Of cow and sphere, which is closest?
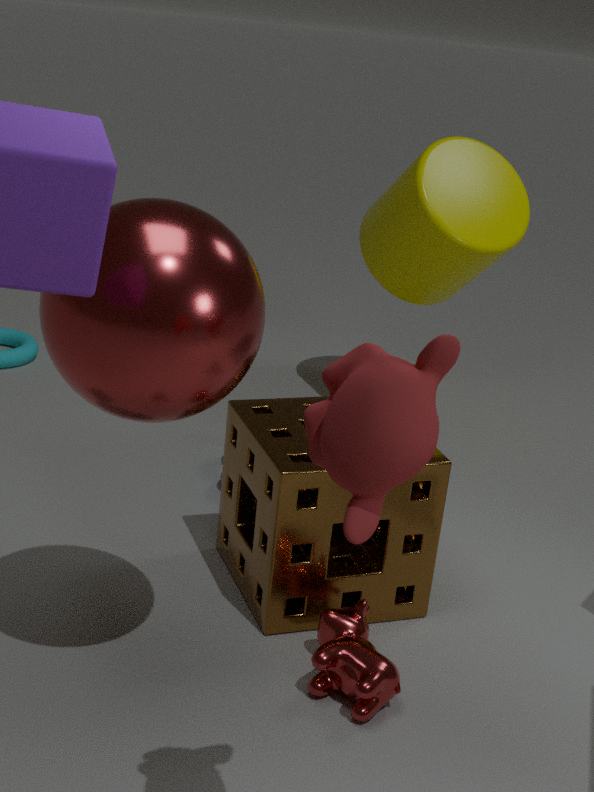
sphere
